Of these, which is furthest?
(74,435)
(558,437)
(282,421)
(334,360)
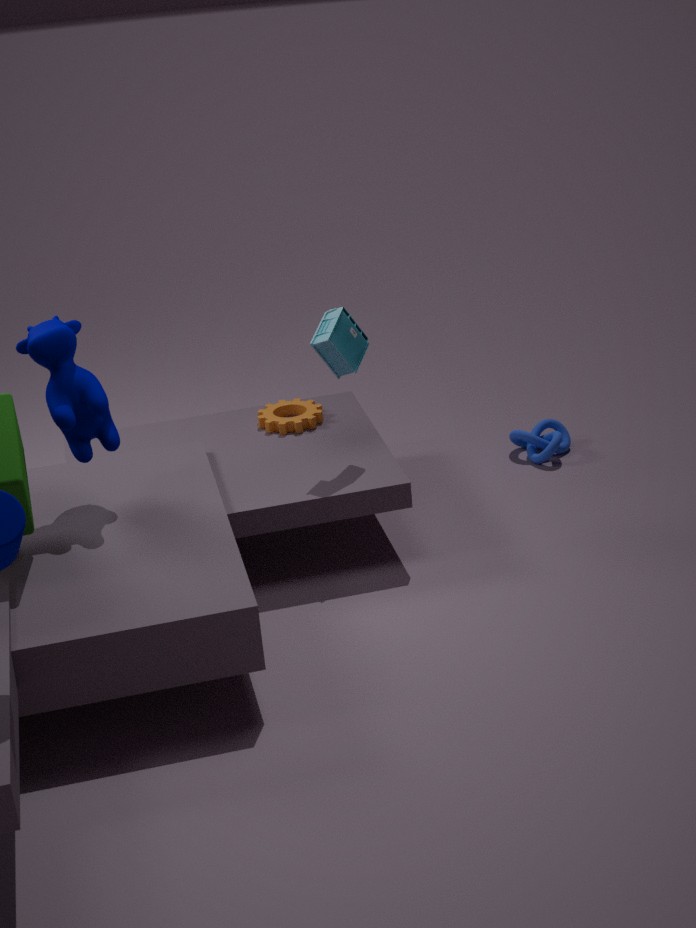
(558,437)
